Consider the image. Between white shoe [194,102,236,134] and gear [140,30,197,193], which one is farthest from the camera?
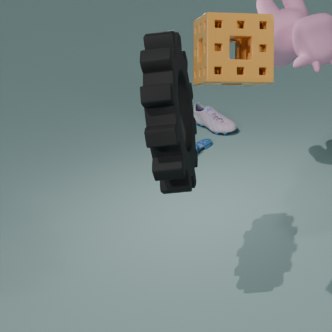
white shoe [194,102,236,134]
